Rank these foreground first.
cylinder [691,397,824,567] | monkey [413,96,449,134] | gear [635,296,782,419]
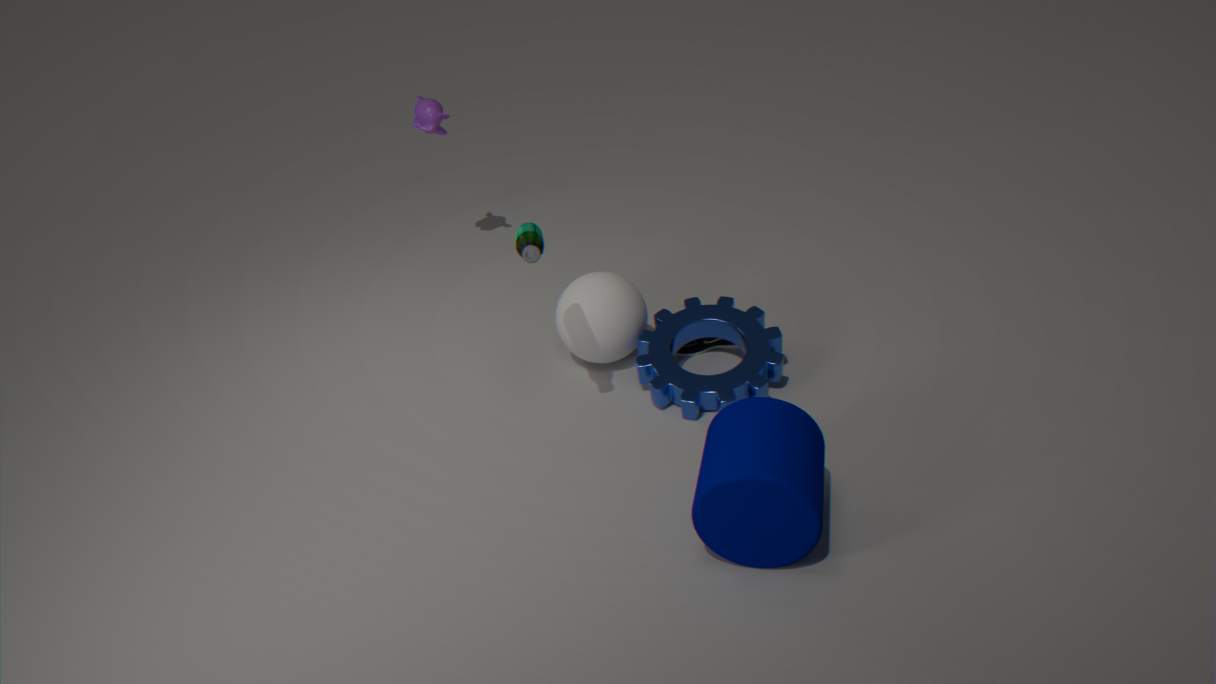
cylinder [691,397,824,567]
gear [635,296,782,419]
monkey [413,96,449,134]
